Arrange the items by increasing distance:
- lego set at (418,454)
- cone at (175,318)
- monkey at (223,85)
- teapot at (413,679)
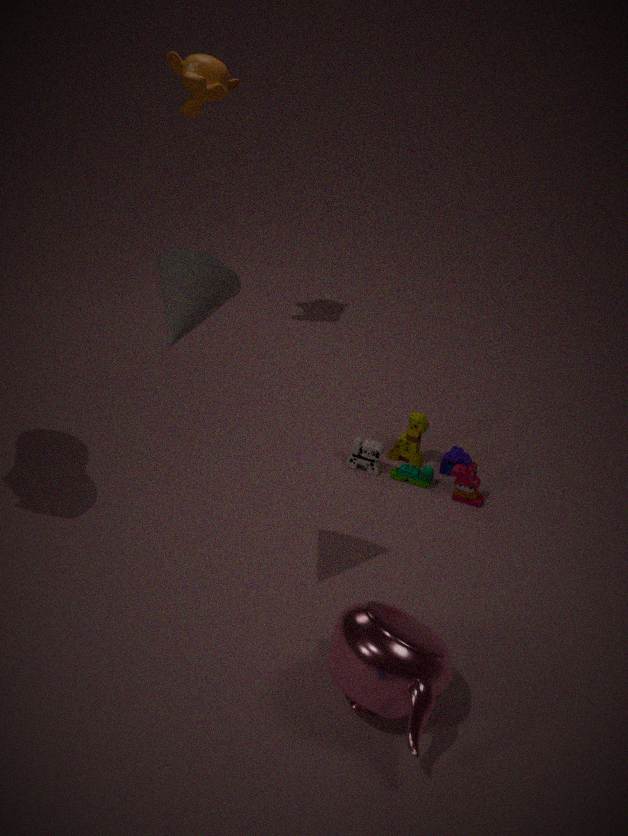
cone at (175,318) < teapot at (413,679) < lego set at (418,454) < monkey at (223,85)
